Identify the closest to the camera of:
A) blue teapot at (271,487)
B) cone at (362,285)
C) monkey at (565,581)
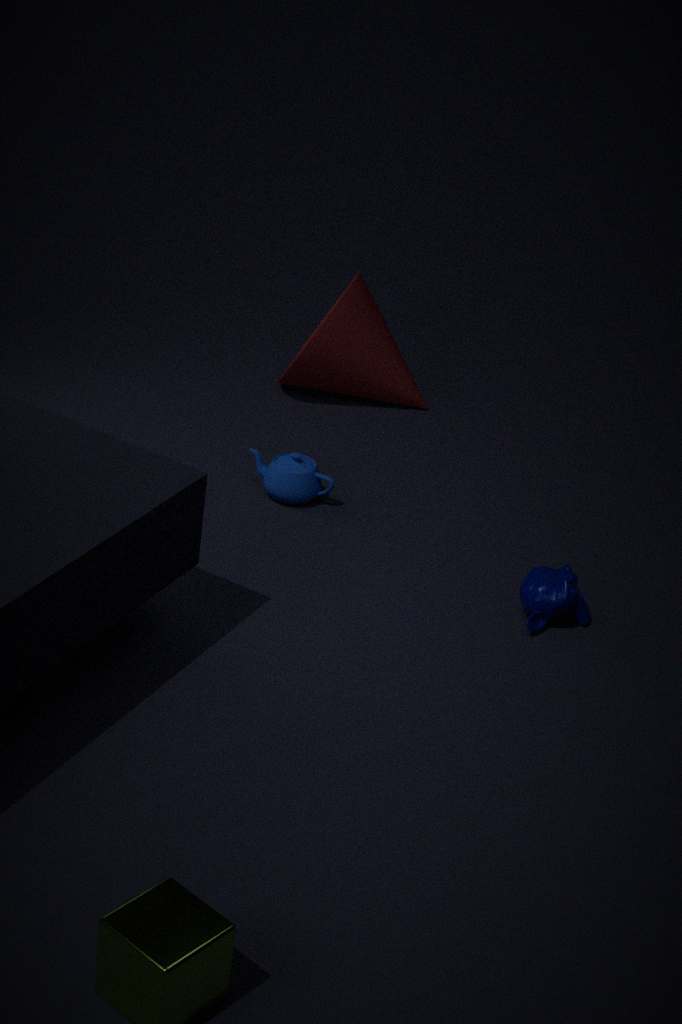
monkey at (565,581)
